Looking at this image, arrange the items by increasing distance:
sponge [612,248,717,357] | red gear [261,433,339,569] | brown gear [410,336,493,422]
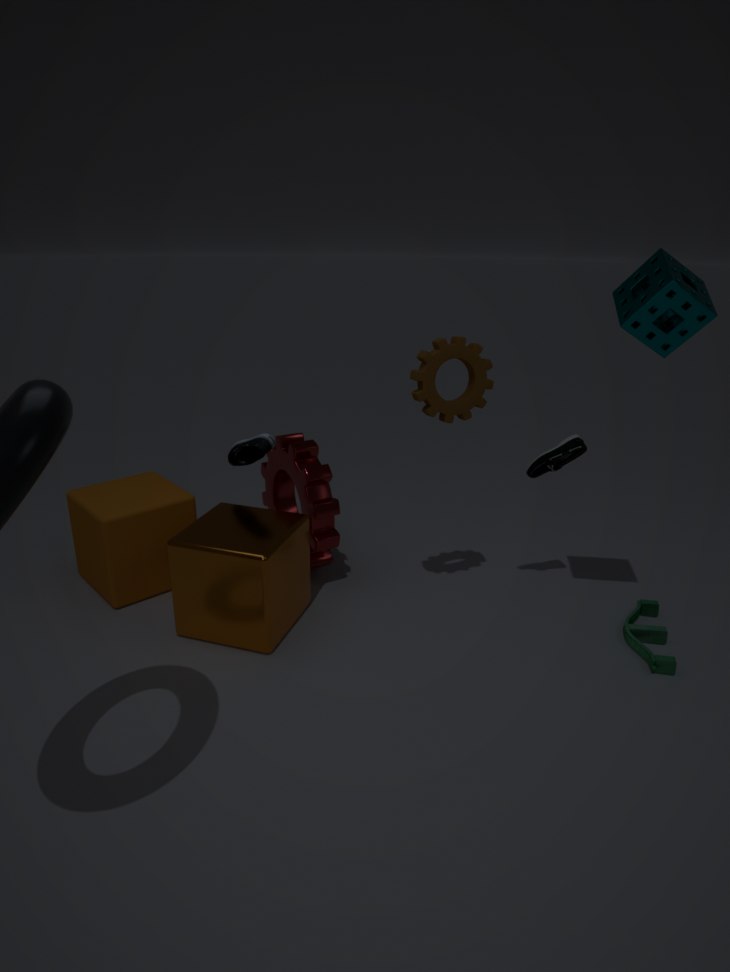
sponge [612,248,717,357], brown gear [410,336,493,422], red gear [261,433,339,569]
